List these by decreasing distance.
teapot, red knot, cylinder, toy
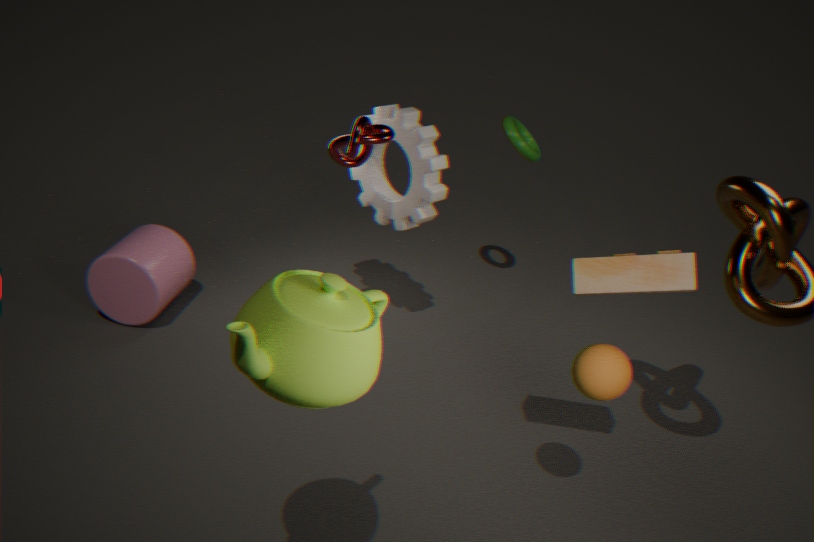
cylinder, red knot, toy, teapot
